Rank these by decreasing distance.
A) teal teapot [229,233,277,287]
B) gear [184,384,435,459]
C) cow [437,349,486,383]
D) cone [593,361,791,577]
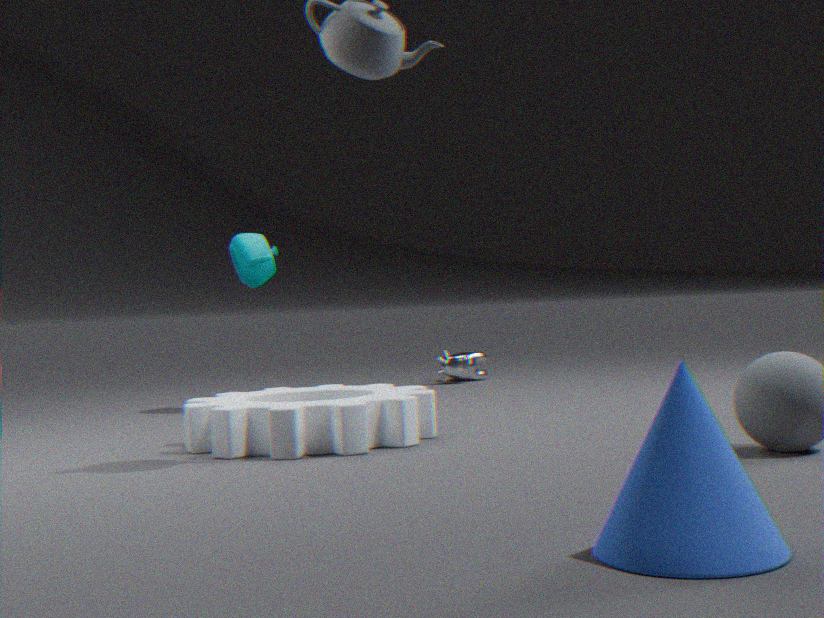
cow [437,349,486,383] < teal teapot [229,233,277,287] < gear [184,384,435,459] < cone [593,361,791,577]
